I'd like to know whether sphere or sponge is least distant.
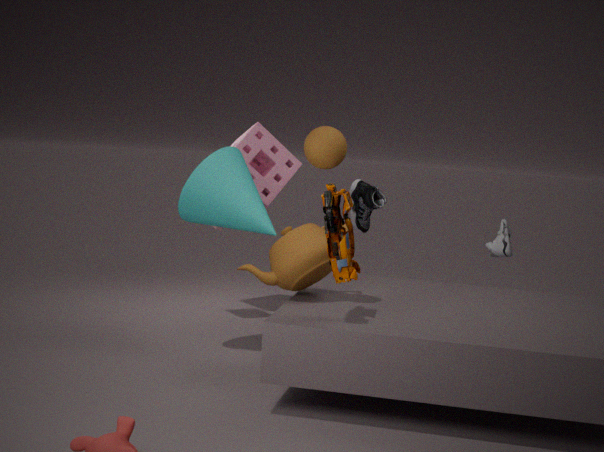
sphere
